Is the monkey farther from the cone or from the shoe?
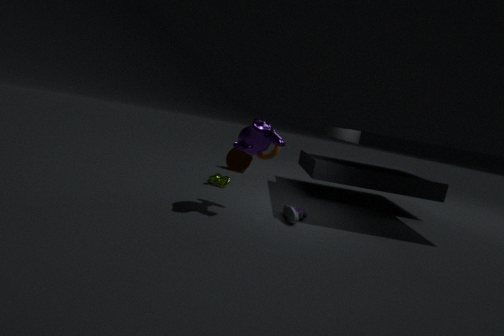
the cone
